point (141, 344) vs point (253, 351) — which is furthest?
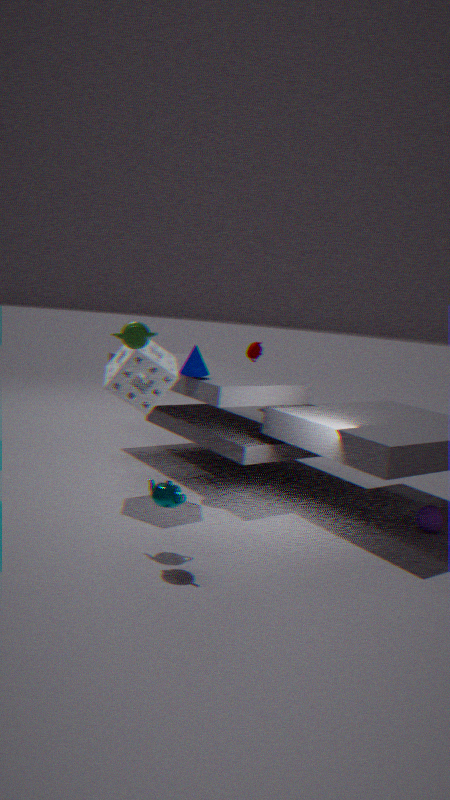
point (253, 351)
